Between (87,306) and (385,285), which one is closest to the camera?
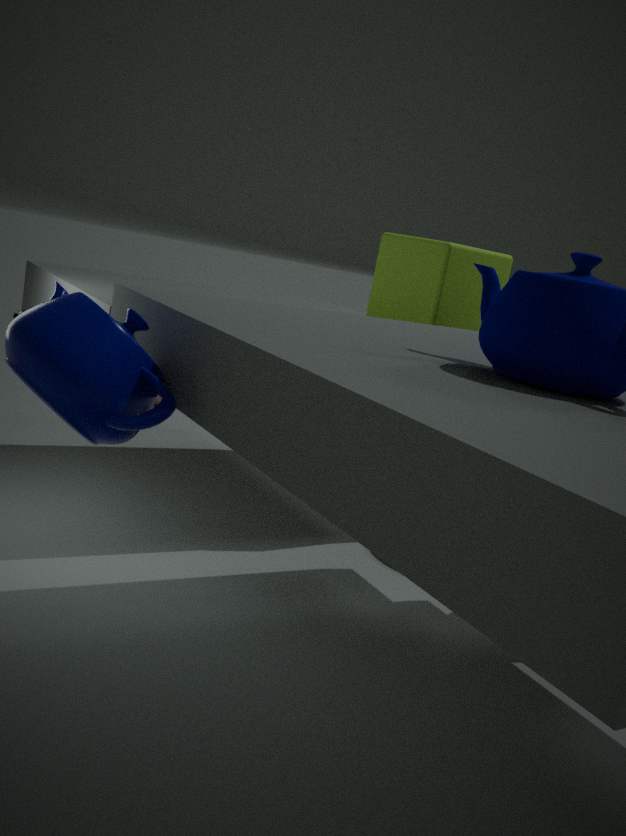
(87,306)
